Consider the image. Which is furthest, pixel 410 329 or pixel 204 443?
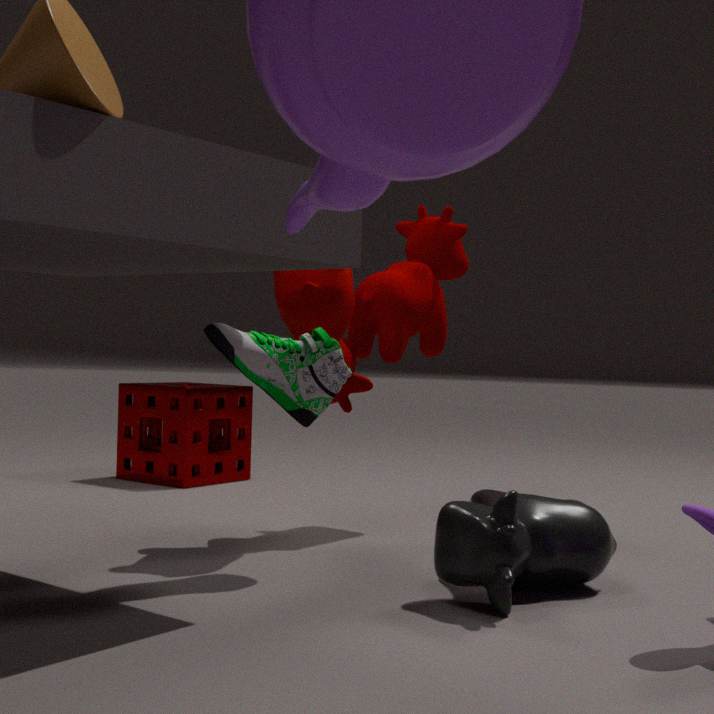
pixel 204 443
